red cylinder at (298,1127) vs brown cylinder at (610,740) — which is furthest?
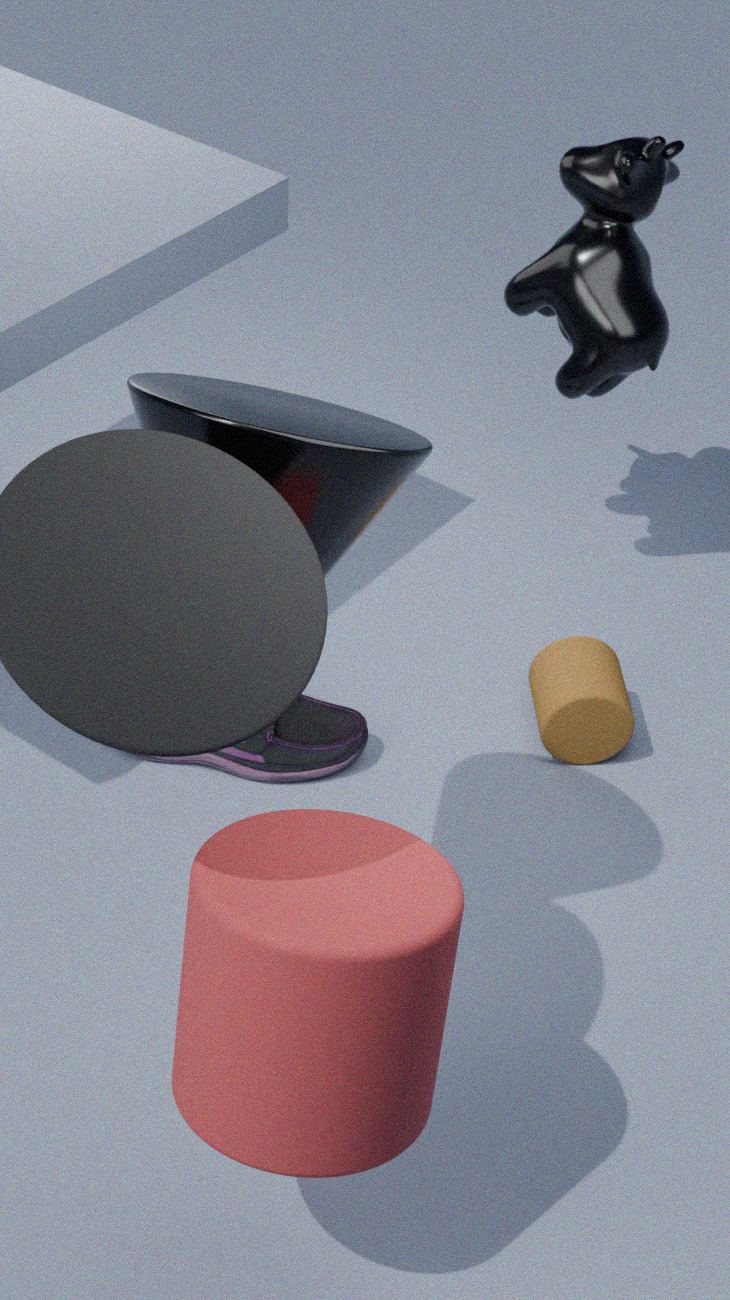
brown cylinder at (610,740)
